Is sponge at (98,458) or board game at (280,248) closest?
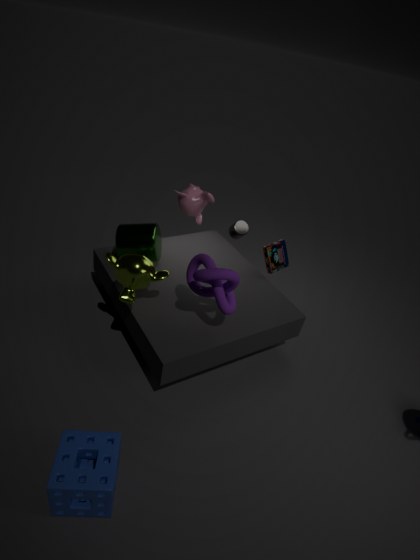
sponge at (98,458)
